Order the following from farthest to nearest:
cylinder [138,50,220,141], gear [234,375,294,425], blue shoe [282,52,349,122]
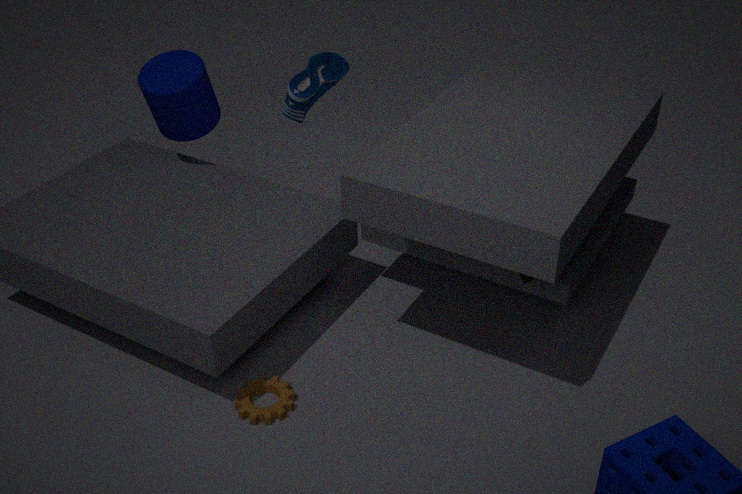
blue shoe [282,52,349,122] < cylinder [138,50,220,141] < gear [234,375,294,425]
